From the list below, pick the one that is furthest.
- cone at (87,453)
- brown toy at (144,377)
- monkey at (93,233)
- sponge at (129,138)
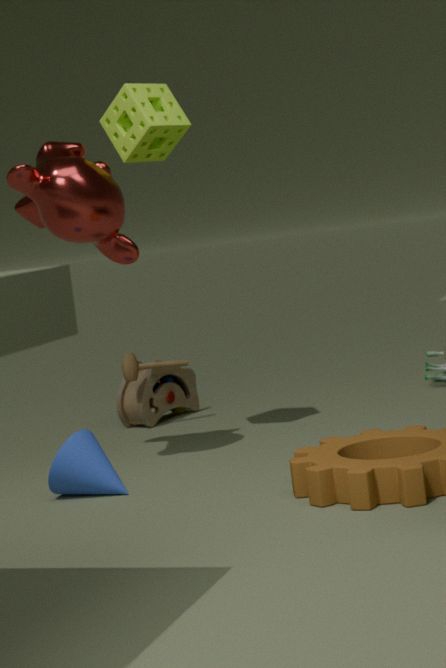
brown toy at (144,377)
